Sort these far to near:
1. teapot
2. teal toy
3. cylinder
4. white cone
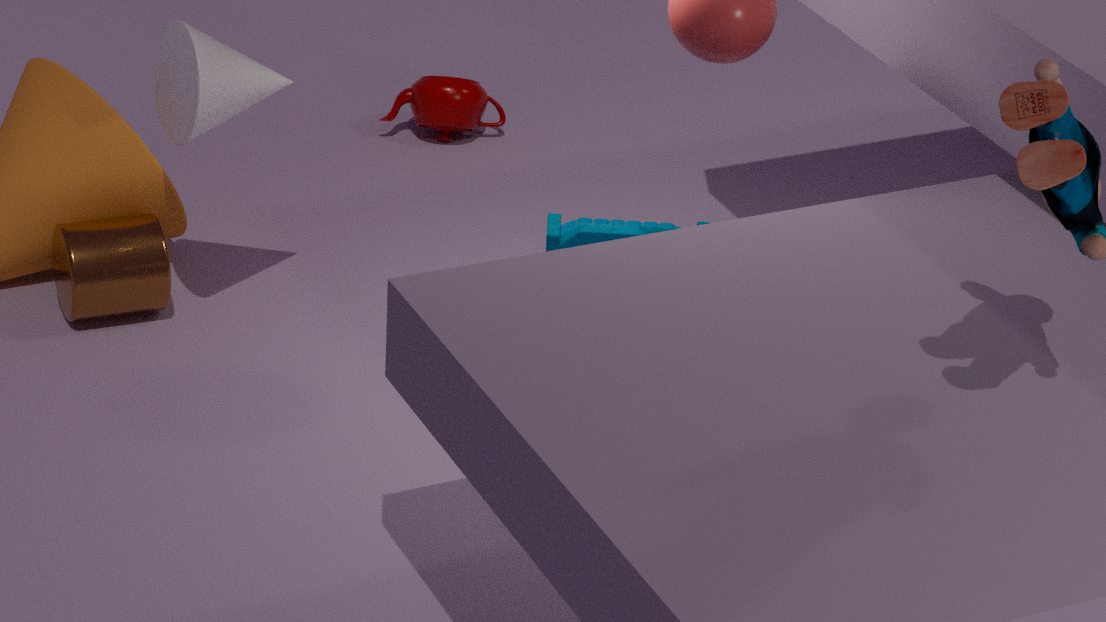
teapot, teal toy, cylinder, white cone
